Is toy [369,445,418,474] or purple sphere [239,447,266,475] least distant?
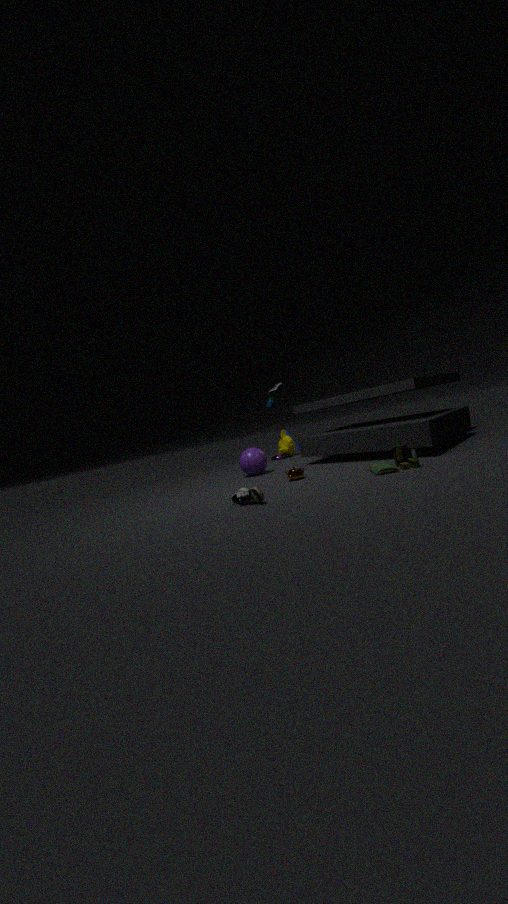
toy [369,445,418,474]
